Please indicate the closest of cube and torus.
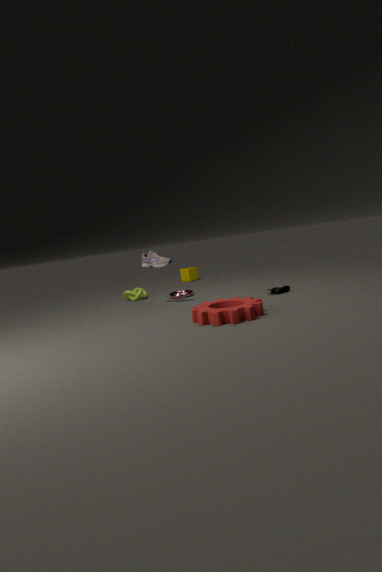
torus
